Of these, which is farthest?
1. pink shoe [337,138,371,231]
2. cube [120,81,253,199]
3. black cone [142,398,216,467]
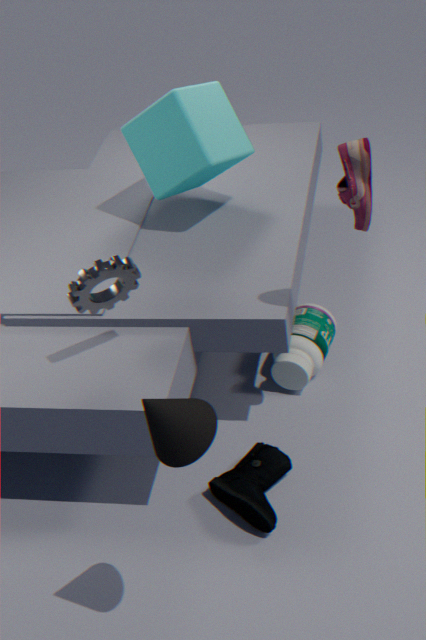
cube [120,81,253,199]
